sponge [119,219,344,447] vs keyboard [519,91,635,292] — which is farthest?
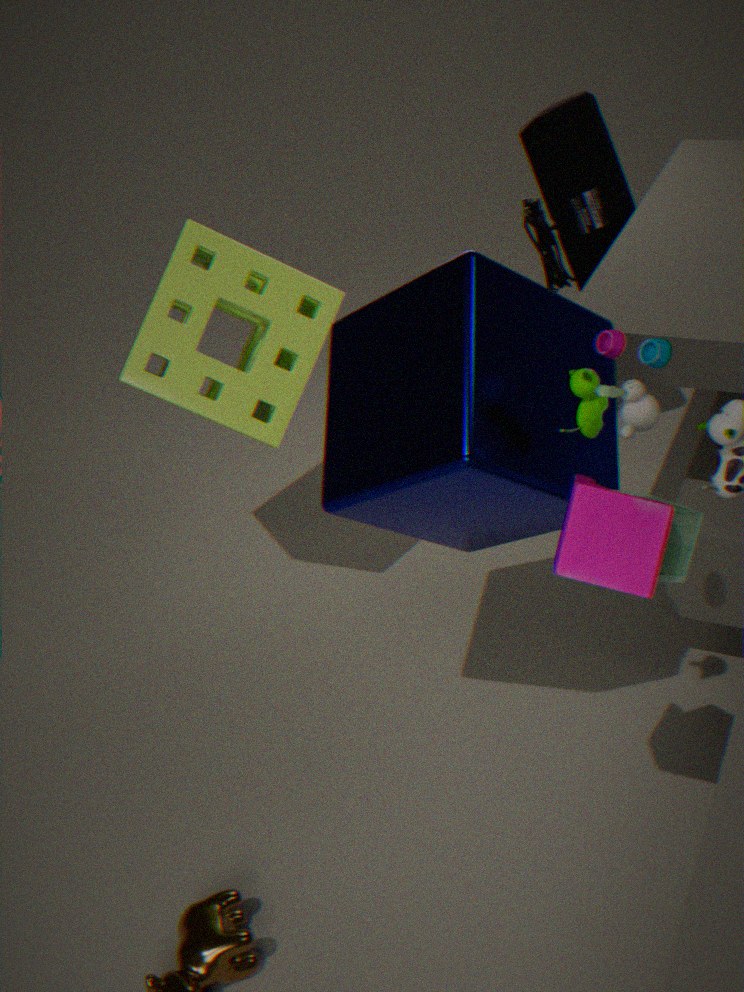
keyboard [519,91,635,292]
